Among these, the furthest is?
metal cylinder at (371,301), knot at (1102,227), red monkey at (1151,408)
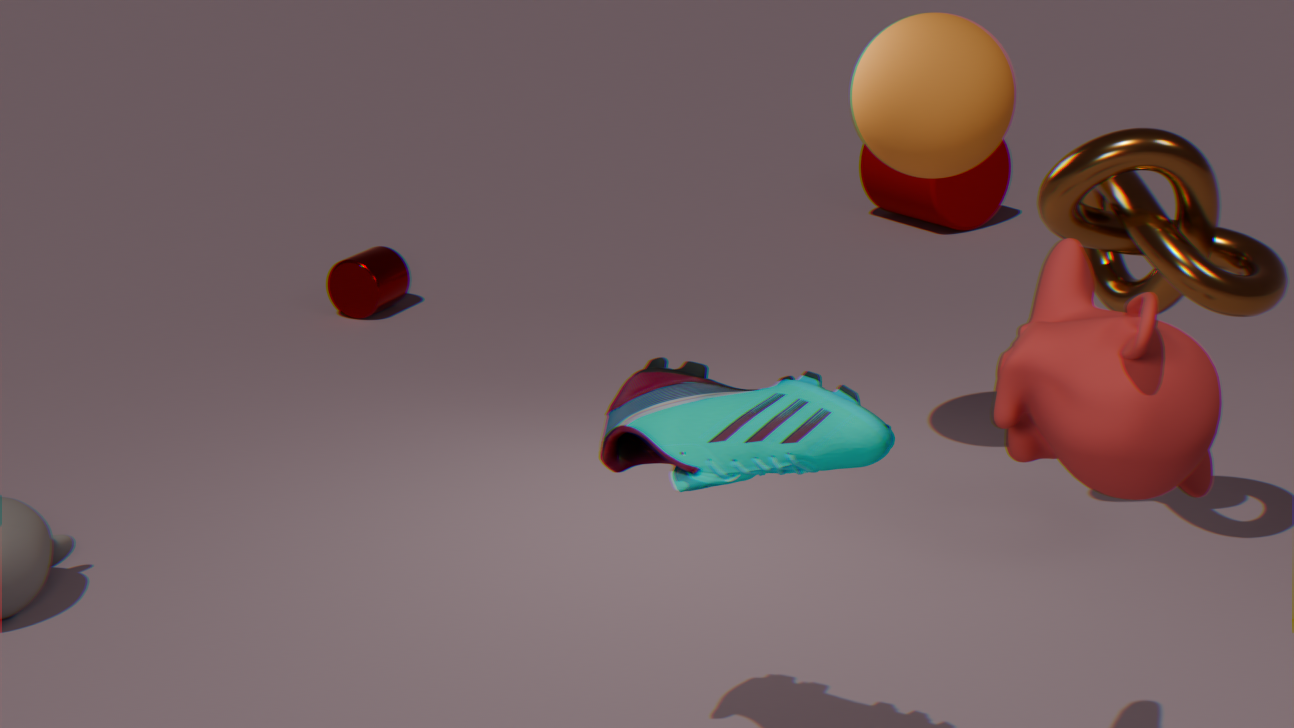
metal cylinder at (371,301)
